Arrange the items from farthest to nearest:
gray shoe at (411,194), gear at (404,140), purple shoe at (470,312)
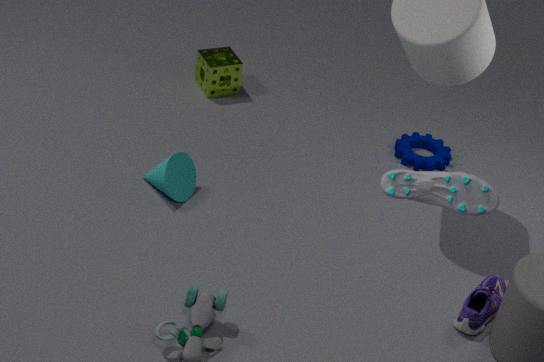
gear at (404,140), purple shoe at (470,312), gray shoe at (411,194)
